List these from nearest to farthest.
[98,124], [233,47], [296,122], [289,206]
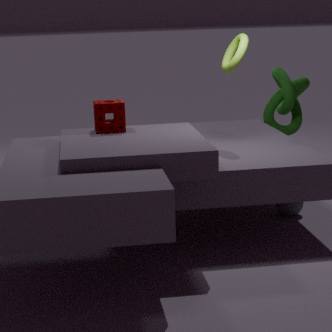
1. [98,124]
2. [233,47]
3. [289,206]
4. [296,122]
